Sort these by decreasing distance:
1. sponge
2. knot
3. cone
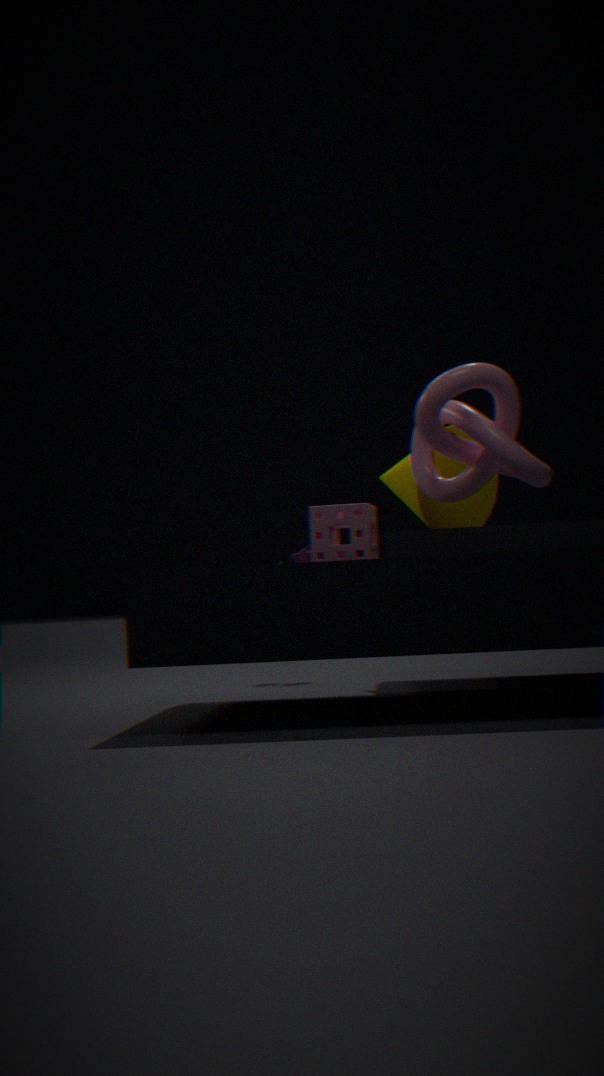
1. cone
2. knot
3. sponge
